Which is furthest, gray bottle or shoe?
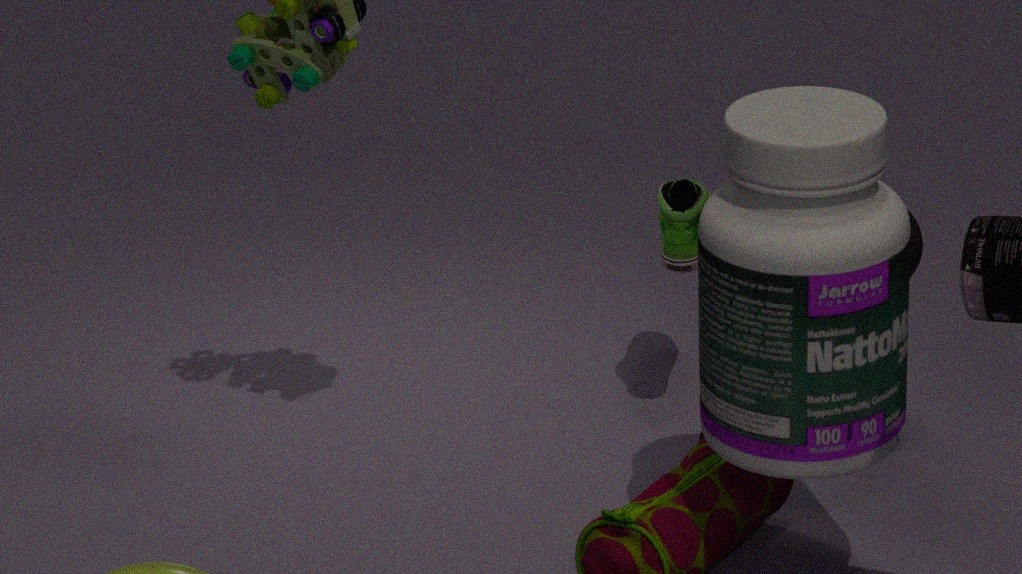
shoe
